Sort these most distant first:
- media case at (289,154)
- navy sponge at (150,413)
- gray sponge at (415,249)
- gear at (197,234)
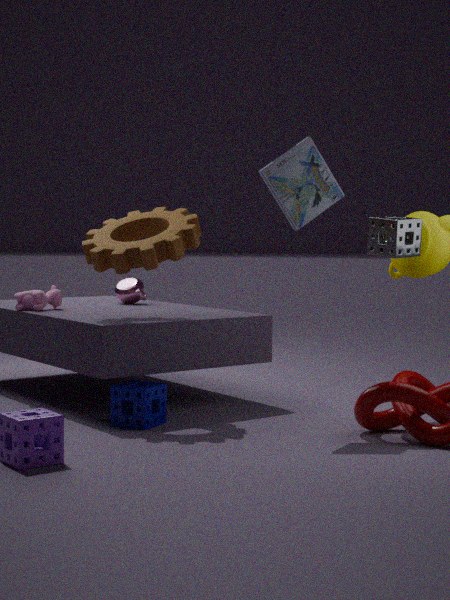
1. gray sponge at (415,249)
2. gear at (197,234)
3. media case at (289,154)
4. navy sponge at (150,413)
